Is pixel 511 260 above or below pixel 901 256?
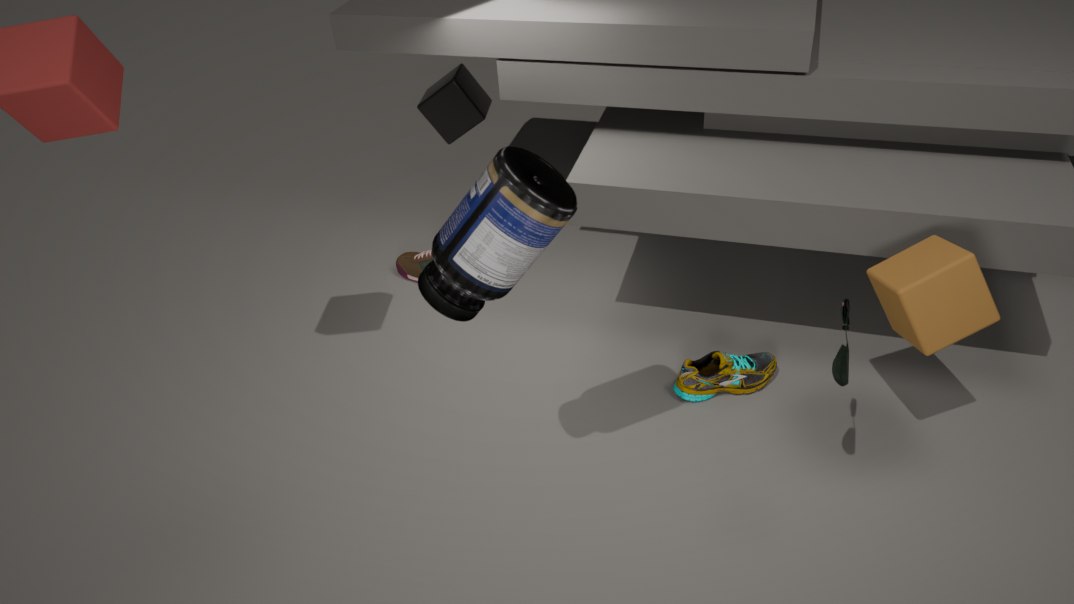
above
